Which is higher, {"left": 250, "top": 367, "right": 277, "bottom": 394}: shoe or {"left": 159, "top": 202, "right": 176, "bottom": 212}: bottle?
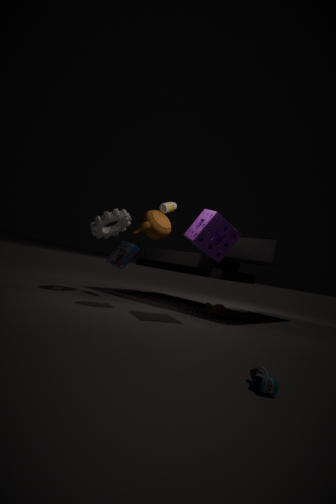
{"left": 159, "top": 202, "right": 176, "bottom": 212}: bottle
